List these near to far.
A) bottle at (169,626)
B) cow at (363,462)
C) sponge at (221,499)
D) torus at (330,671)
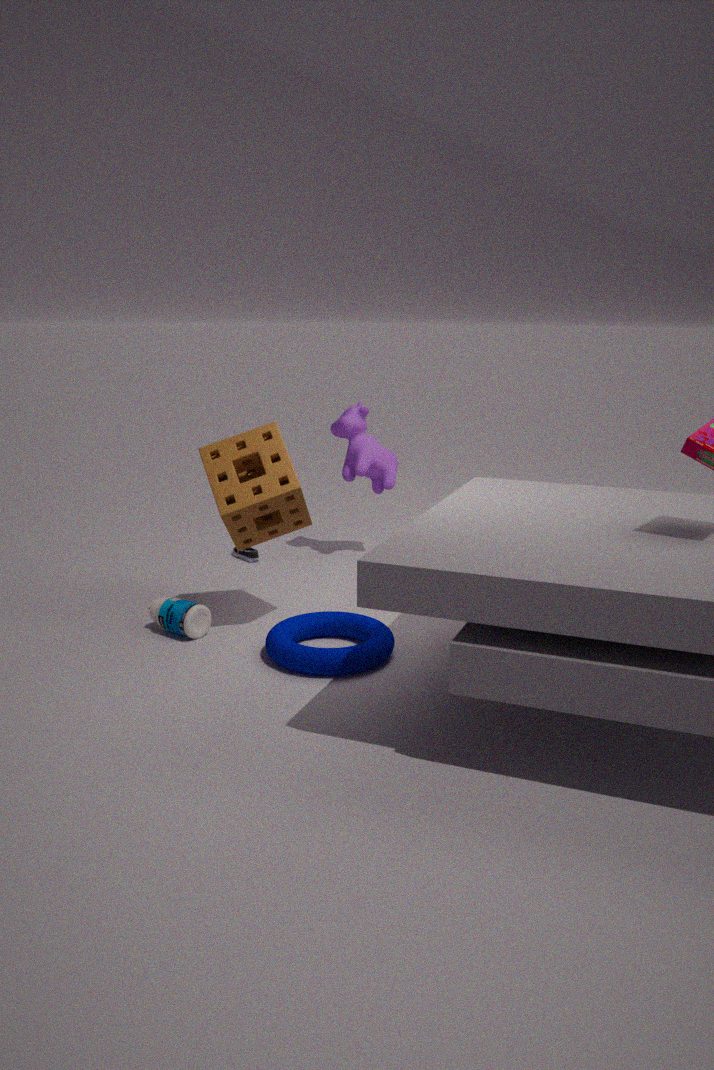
torus at (330,671) < sponge at (221,499) < bottle at (169,626) < cow at (363,462)
